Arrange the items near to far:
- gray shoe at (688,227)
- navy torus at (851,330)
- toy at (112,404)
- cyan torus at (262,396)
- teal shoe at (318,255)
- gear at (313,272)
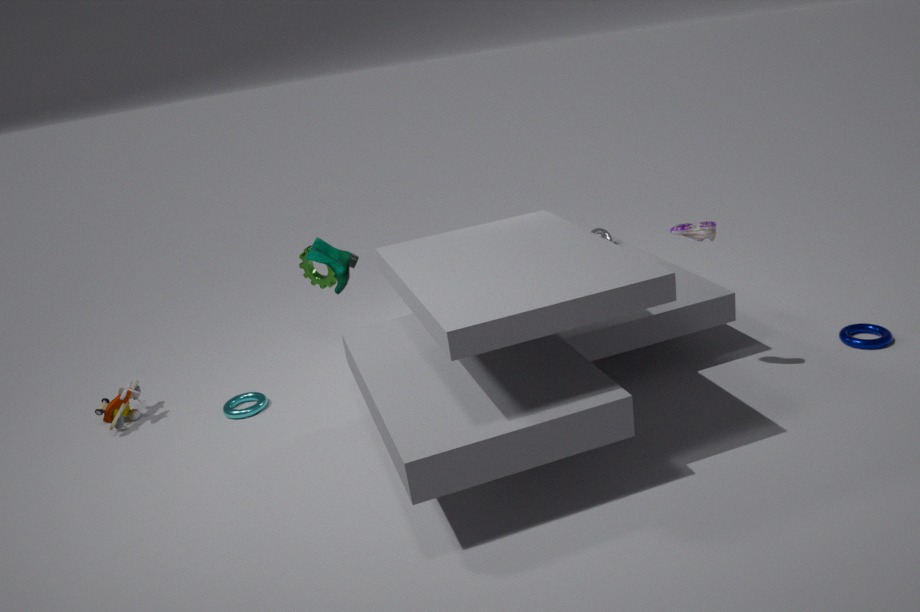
gray shoe at (688,227) < navy torus at (851,330) < teal shoe at (318,255) < cyan torus at (262,396) < gear at (313,272) < toy at (112,404)
